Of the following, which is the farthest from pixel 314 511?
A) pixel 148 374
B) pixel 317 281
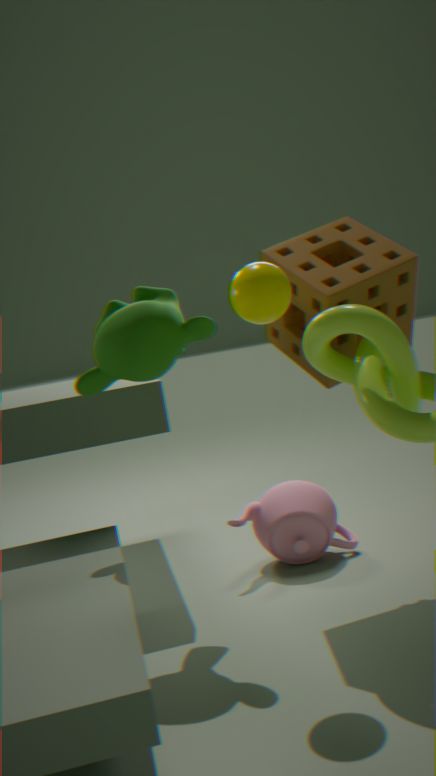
pixel 148 374
